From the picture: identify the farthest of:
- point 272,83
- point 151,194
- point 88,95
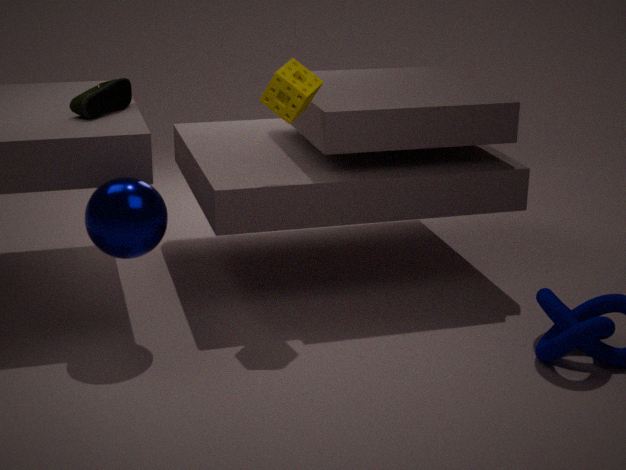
point 88,95
